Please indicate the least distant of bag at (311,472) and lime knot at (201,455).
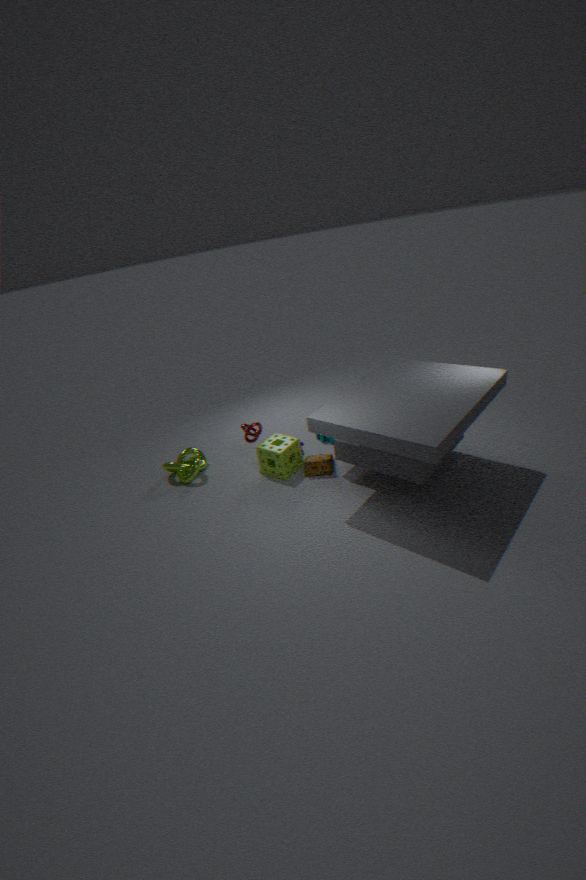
bag at (311,472)
